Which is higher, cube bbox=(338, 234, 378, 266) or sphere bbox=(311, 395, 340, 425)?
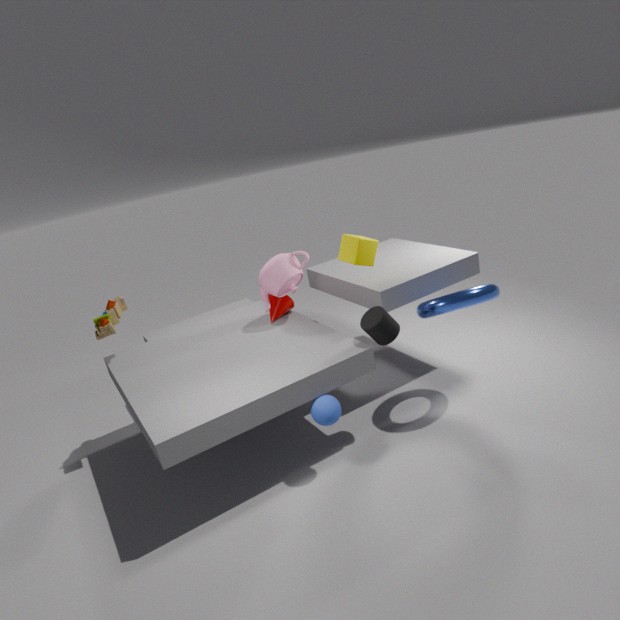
cube bbox=(338, 234, 378, 266)
